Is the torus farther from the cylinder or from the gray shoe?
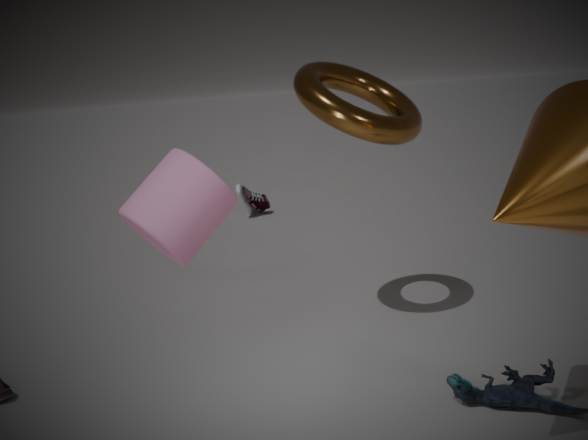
the gray shoe
